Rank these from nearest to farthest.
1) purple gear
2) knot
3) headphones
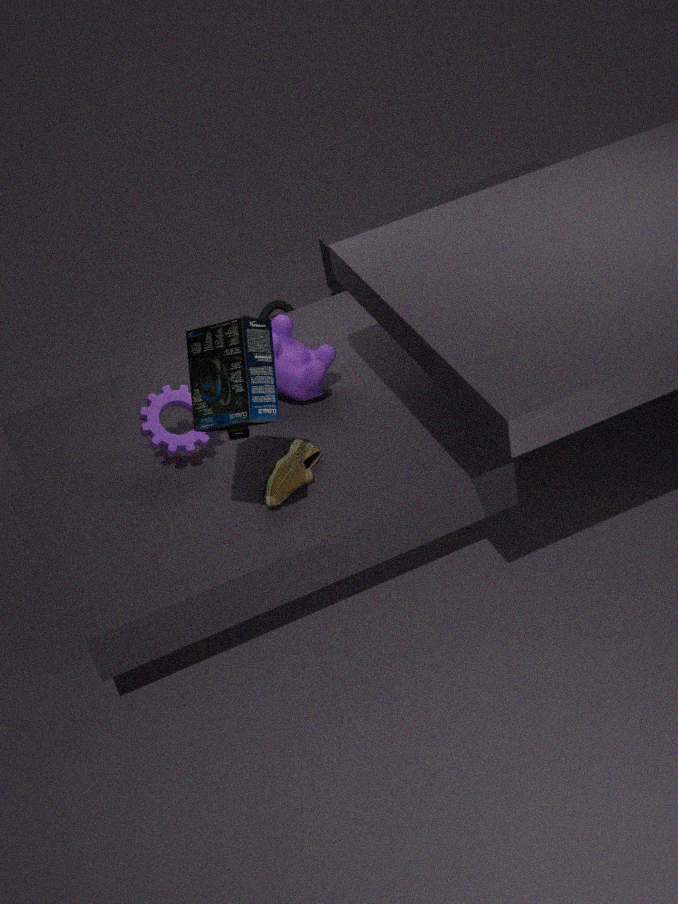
3. headphones < 1. purple gear < 2. knot
